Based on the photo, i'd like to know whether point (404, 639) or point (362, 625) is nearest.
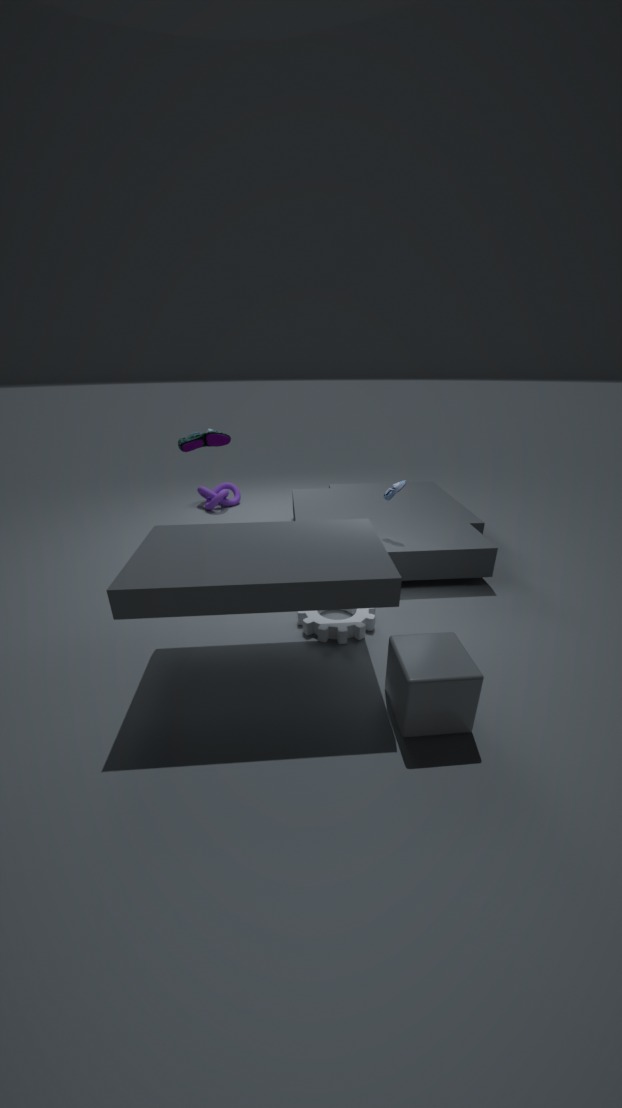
point (404, 639)
